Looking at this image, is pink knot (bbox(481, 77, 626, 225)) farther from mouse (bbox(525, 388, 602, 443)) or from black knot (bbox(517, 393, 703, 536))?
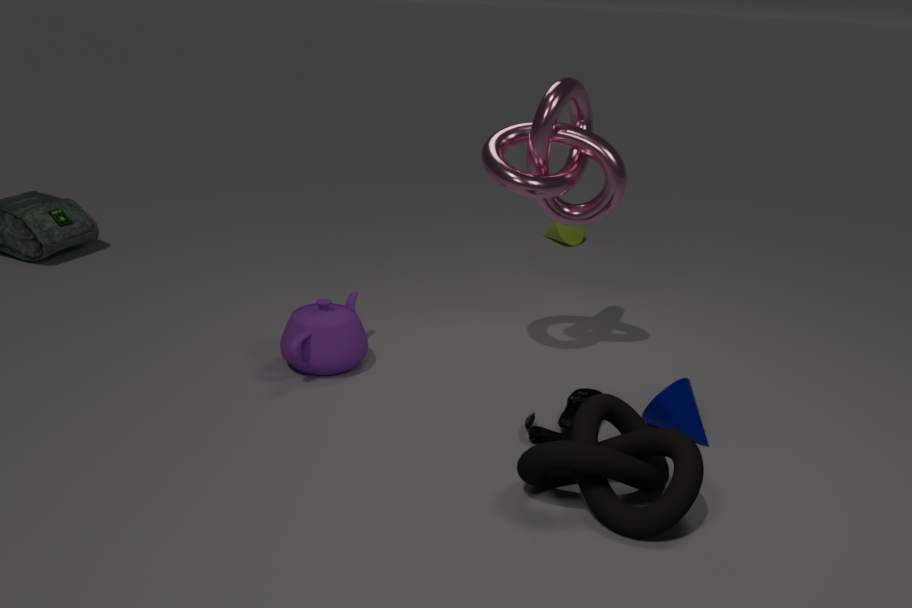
black knot (bbox(517, 393, 703, 536))
